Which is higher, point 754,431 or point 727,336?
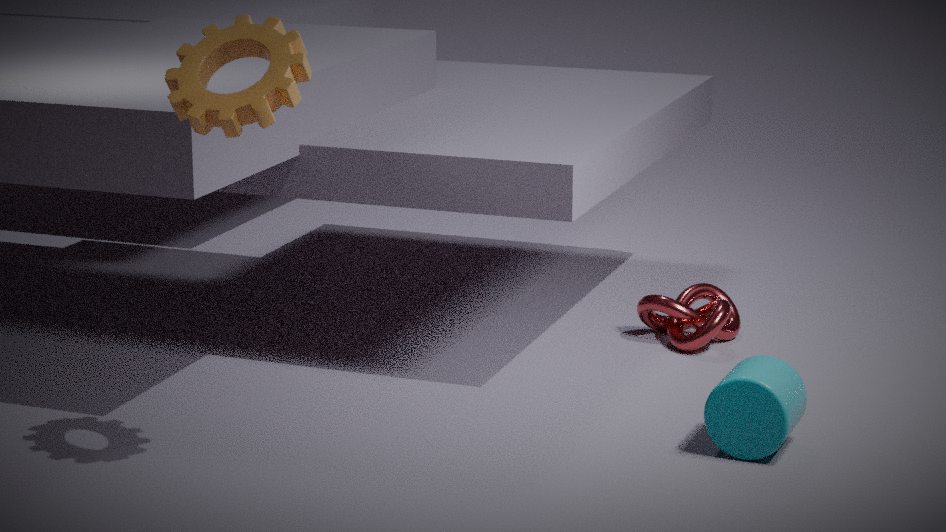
point 754,431
